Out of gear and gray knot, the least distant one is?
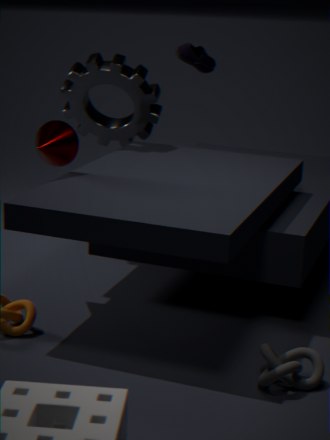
gray knot
